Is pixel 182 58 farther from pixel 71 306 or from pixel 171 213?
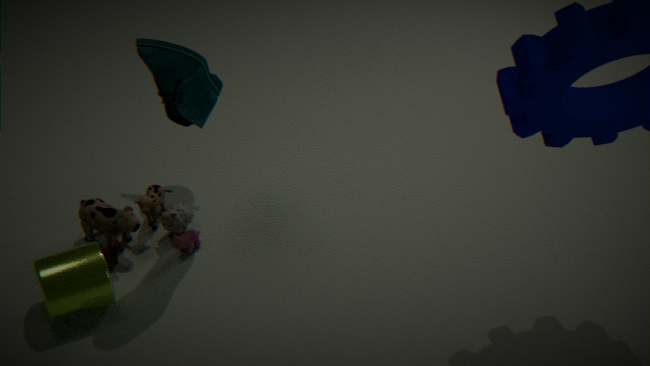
pixel 71 306
